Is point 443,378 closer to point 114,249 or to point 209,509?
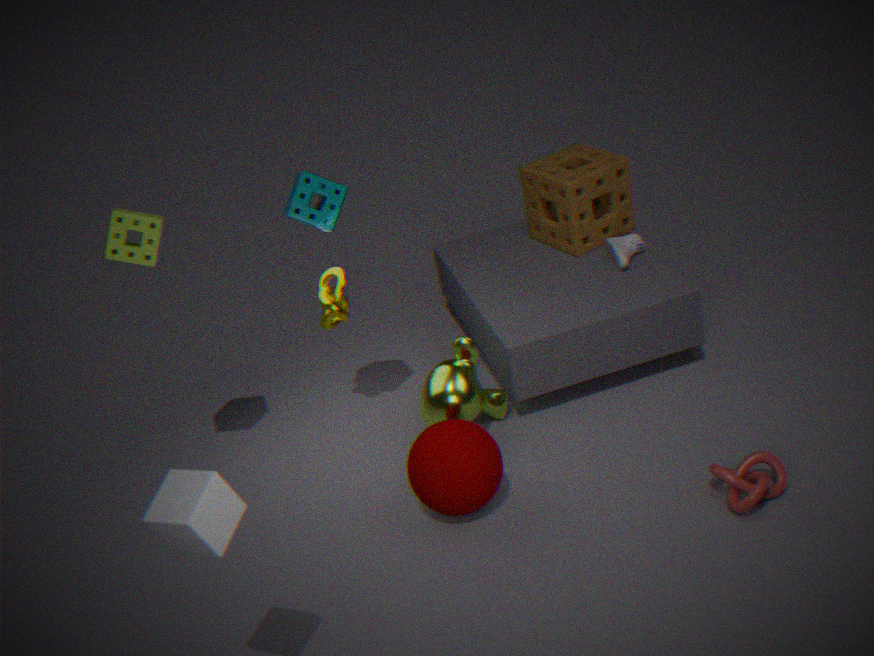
point 114,249
